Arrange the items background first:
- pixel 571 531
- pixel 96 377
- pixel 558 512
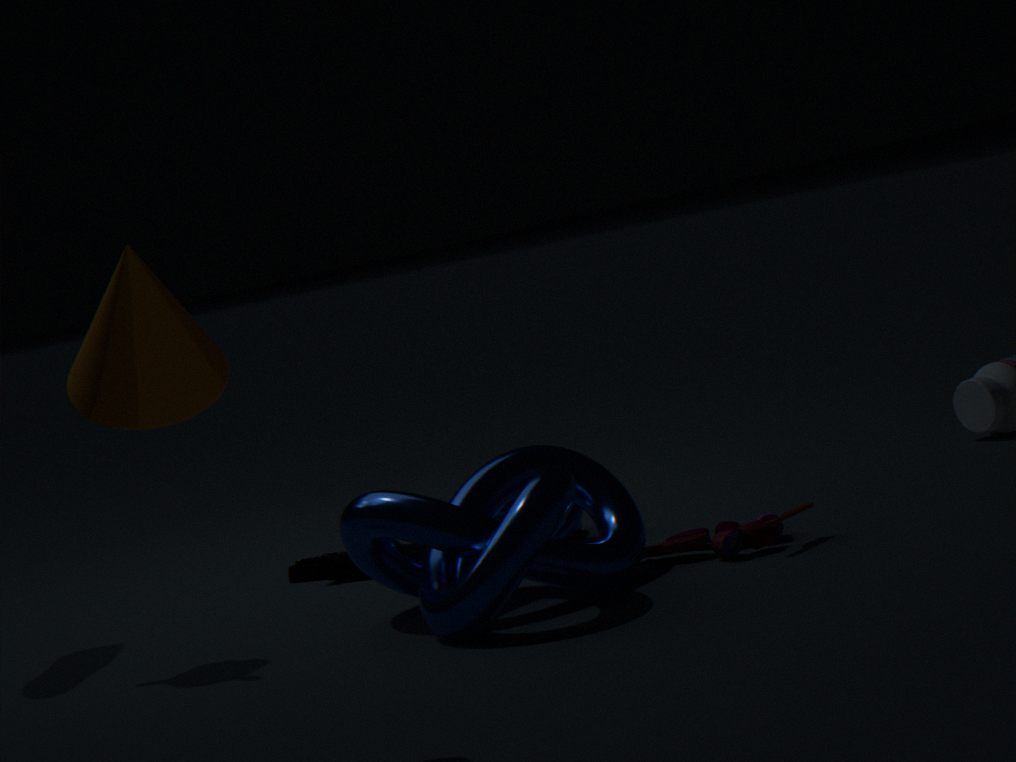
pixel 571 531 → pixel 558 512 → pixel 96 377
